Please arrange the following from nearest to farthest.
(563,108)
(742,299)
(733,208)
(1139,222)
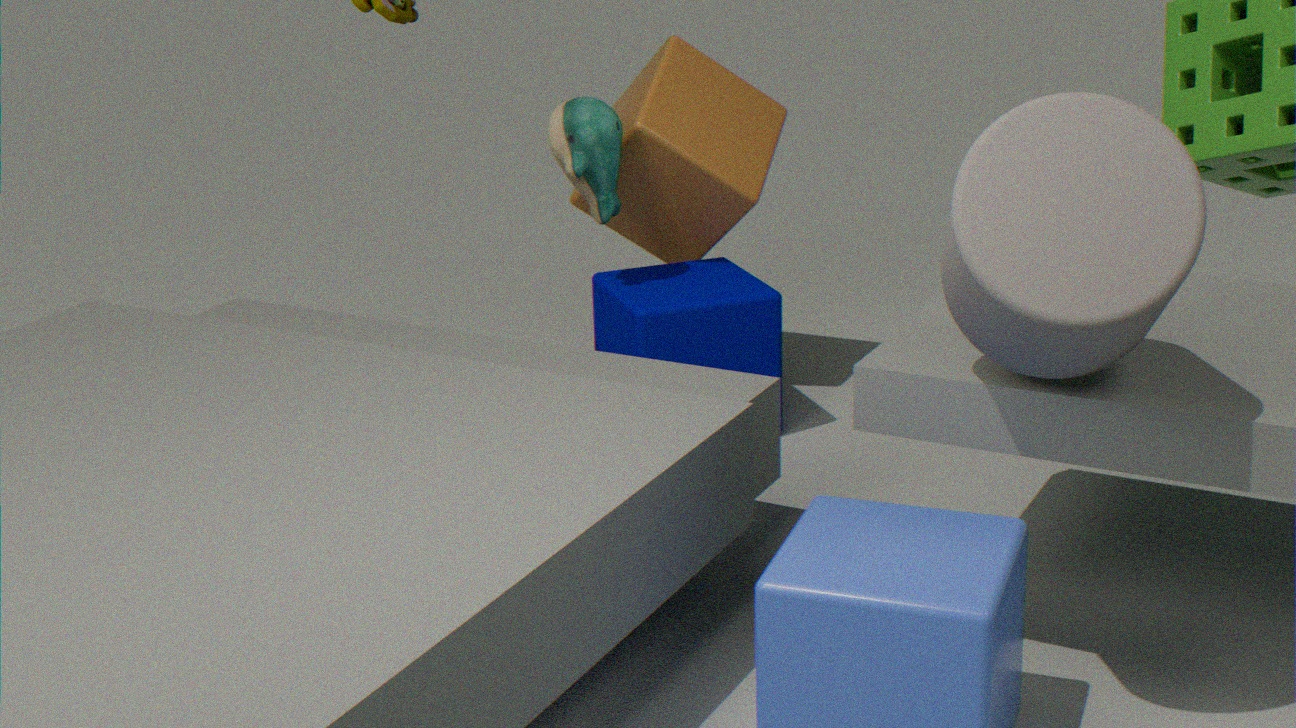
(1139,222), (563,108), (742,299), (733,208)
